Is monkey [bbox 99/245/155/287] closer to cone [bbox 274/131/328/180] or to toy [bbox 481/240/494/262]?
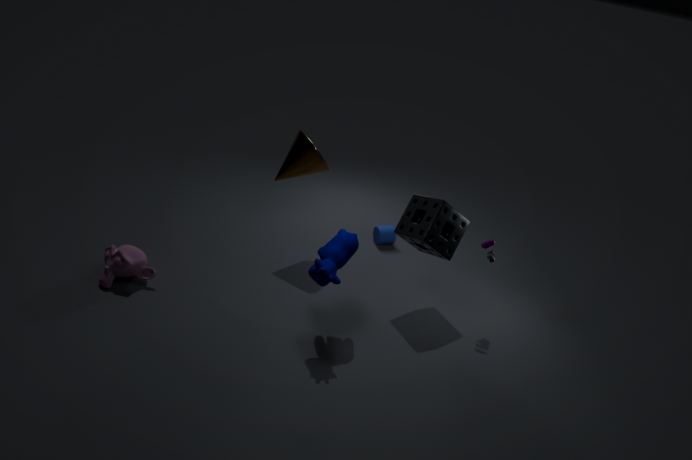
cone [bbox 274/131/328/180]
